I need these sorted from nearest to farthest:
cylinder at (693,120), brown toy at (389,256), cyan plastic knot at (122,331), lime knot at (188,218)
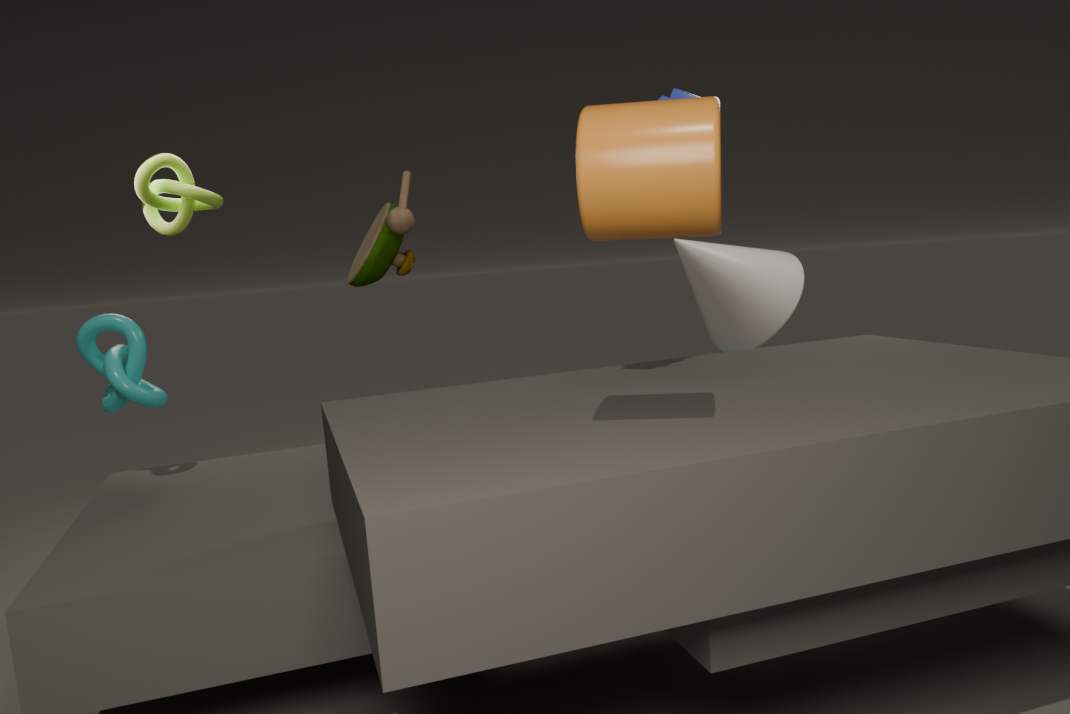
cylinder at (693,120)
brown toy at (389,256)
cyan plastic knot at (122,331)
lime knot at (188,218)
